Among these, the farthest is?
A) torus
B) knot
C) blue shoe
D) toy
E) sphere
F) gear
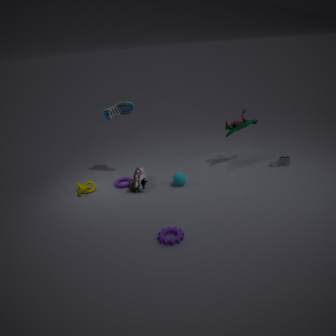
D. toy
